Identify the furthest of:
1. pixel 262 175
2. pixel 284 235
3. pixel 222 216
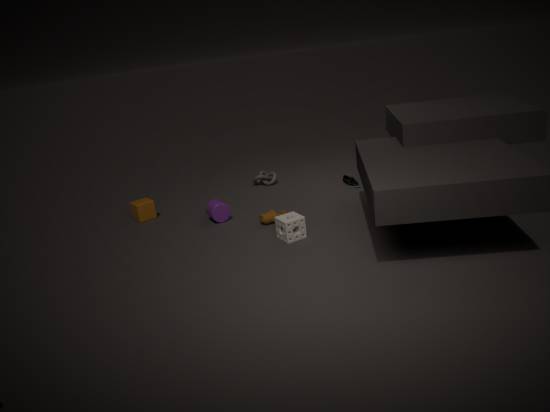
pixel 262 175
